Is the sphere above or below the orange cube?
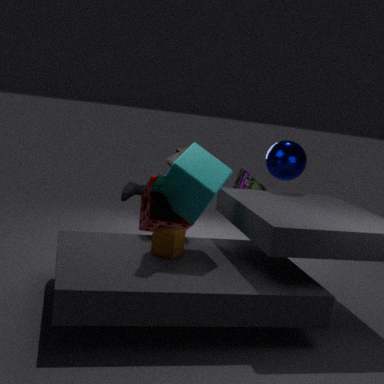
above
